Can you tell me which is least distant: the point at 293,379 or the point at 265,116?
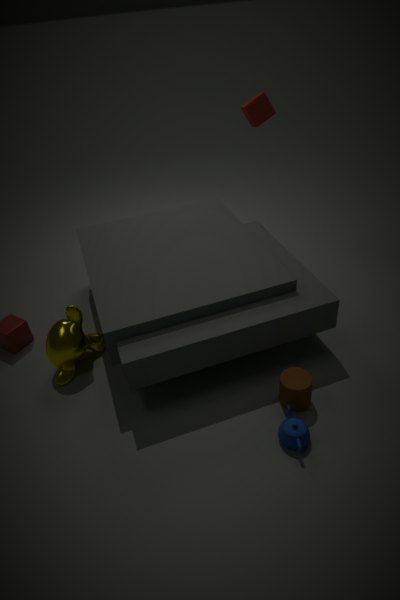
the point at 293,379
